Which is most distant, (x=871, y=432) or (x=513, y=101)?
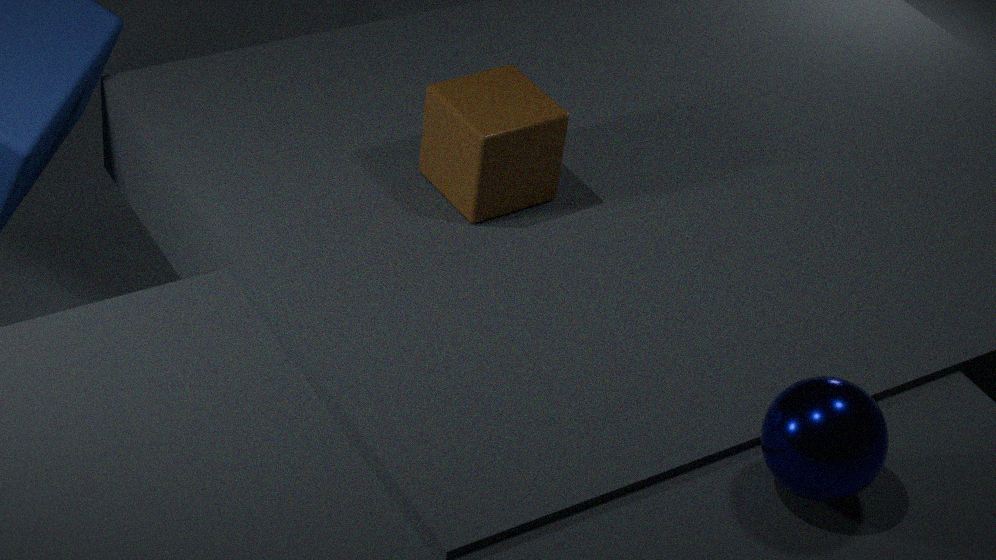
(x=513, y=101)
